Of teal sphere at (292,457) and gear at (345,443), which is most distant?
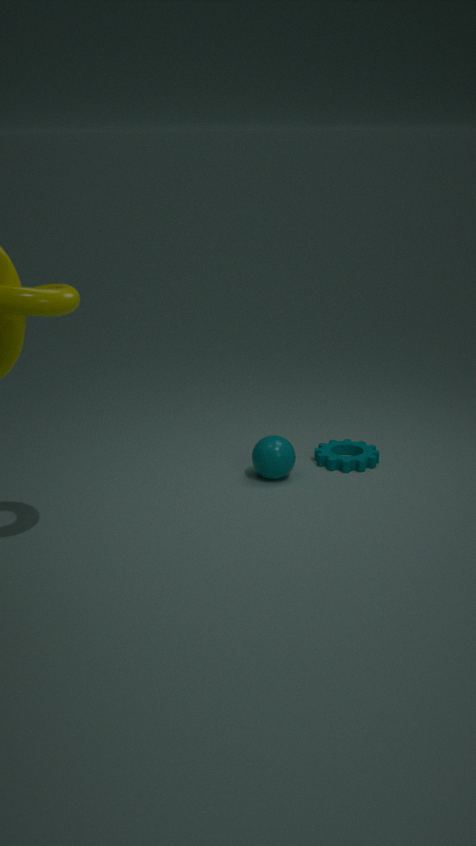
gear at (345,443)
